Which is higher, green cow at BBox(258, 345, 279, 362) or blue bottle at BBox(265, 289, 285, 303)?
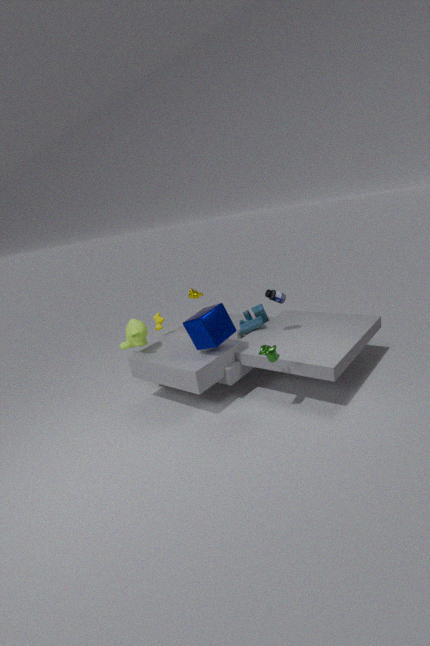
blue bottle at BBox(265, 289, 285, 303)
